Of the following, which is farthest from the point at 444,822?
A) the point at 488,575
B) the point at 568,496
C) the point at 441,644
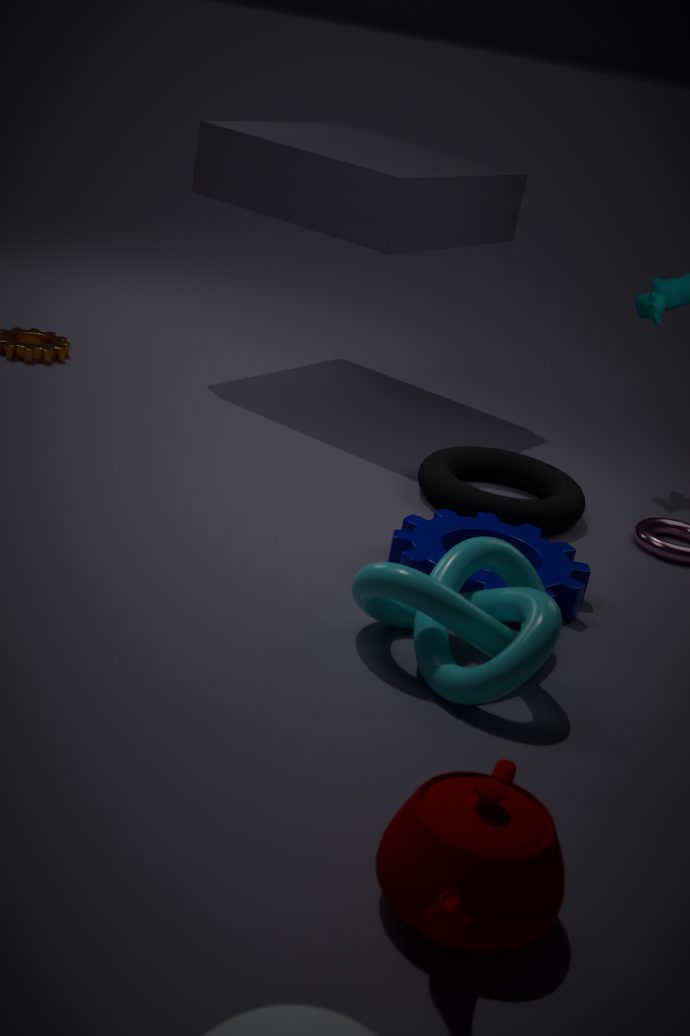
the point at 568,496
